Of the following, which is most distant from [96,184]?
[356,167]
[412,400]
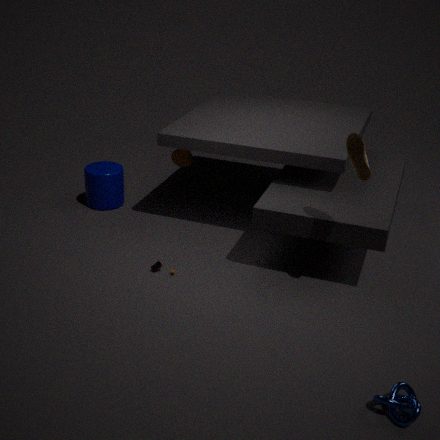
[412,400]
